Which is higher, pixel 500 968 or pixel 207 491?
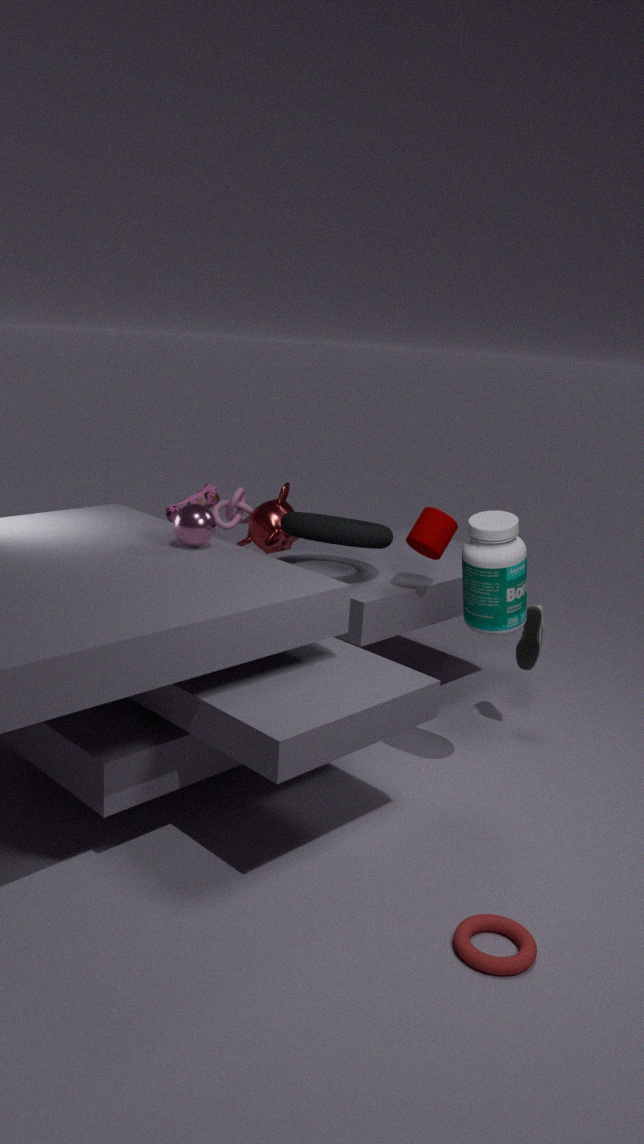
pixel 207 491
